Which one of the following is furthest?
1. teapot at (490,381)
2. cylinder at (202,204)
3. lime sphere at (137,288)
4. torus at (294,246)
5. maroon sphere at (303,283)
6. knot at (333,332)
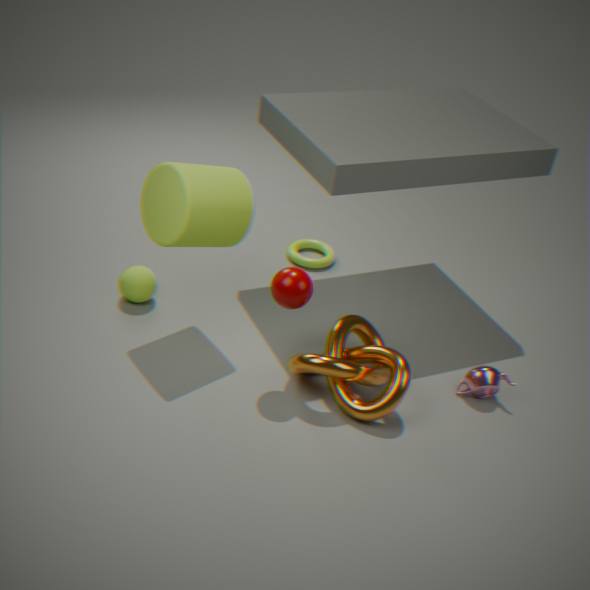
torus at (294,246)
